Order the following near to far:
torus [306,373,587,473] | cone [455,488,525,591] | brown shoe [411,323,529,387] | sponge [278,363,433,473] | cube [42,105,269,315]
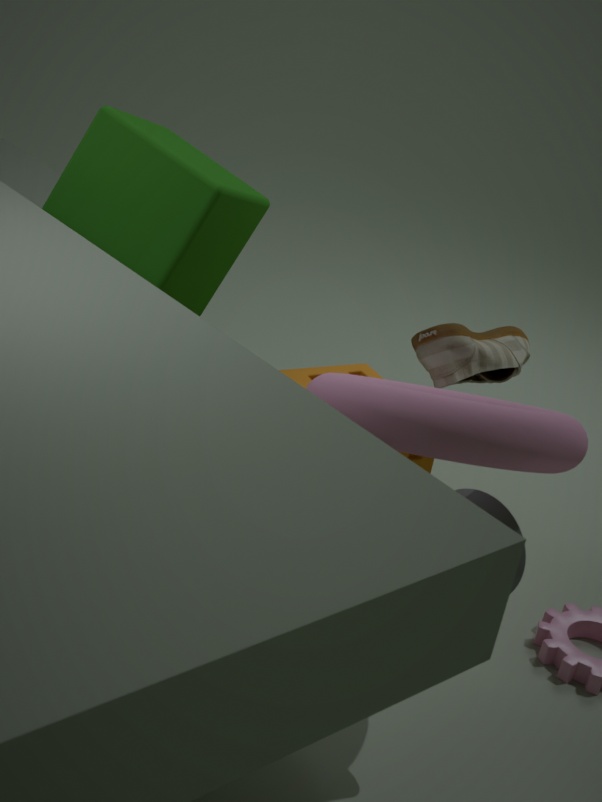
1. torus [306,373,587,473]
2. cone [455,488,525,591]
3. brown shoe [411,323,529,387]
4. cube [42,105,269,315]
5. sponge [278,363,433,473]
